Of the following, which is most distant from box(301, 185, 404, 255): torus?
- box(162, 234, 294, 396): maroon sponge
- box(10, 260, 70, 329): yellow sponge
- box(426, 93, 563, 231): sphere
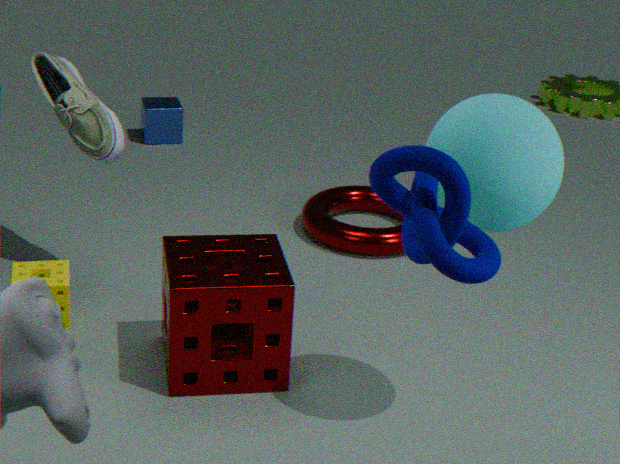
box(426, 93, 563, 231): sphere
